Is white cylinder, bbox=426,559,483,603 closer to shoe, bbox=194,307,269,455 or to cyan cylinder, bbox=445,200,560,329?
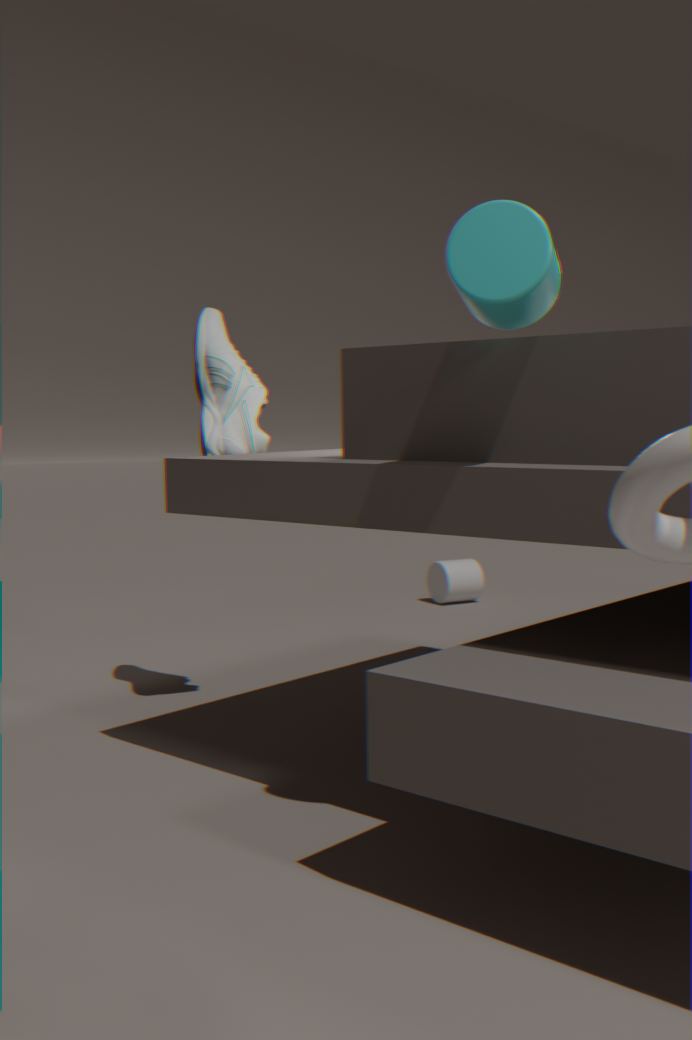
shoe, bbox=194,307,269,455
